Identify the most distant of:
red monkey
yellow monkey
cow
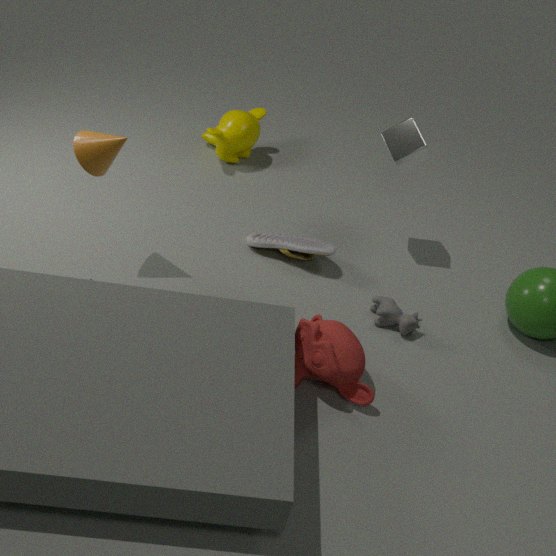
yellow monkey
